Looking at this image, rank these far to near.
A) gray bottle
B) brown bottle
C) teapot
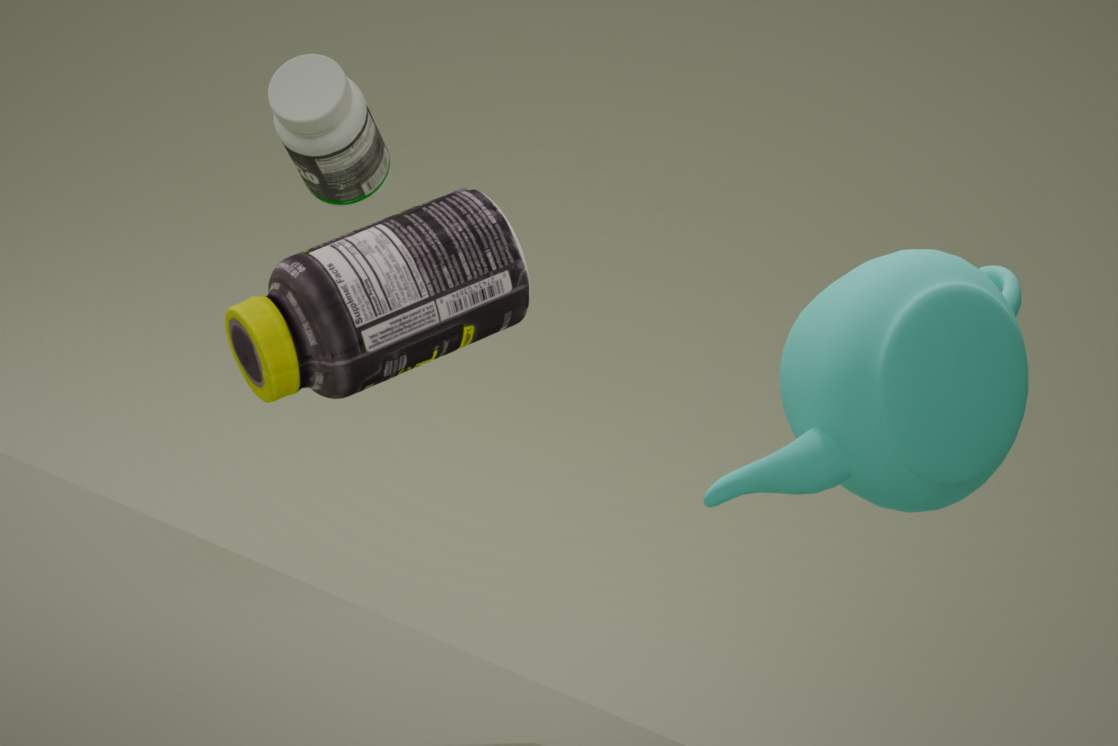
gray bottle, teapot, brown bottle
